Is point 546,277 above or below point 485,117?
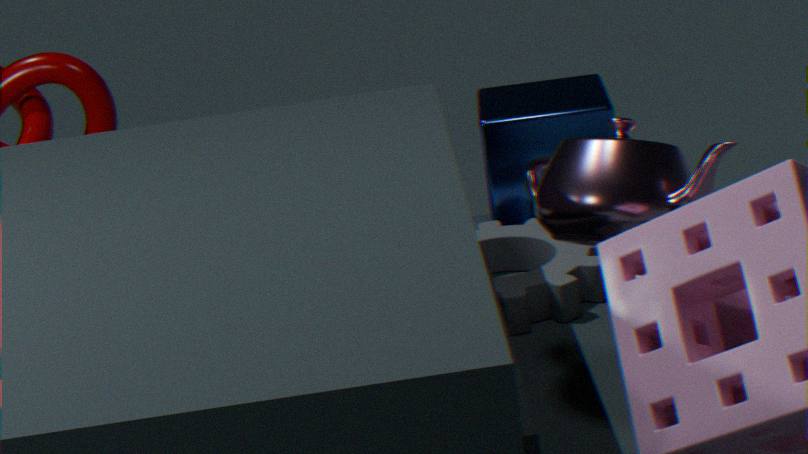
below
